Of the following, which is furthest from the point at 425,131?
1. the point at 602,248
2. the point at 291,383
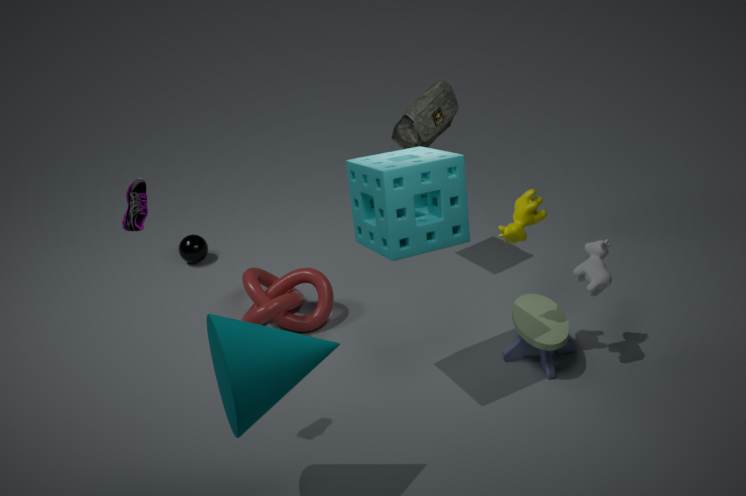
the point at 291,383
